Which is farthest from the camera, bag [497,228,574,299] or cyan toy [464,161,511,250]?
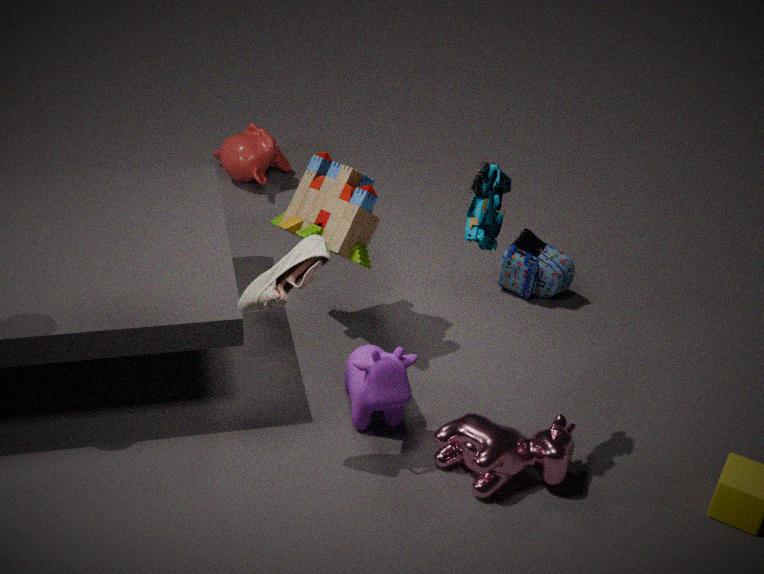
bag [497,228,574,299]
